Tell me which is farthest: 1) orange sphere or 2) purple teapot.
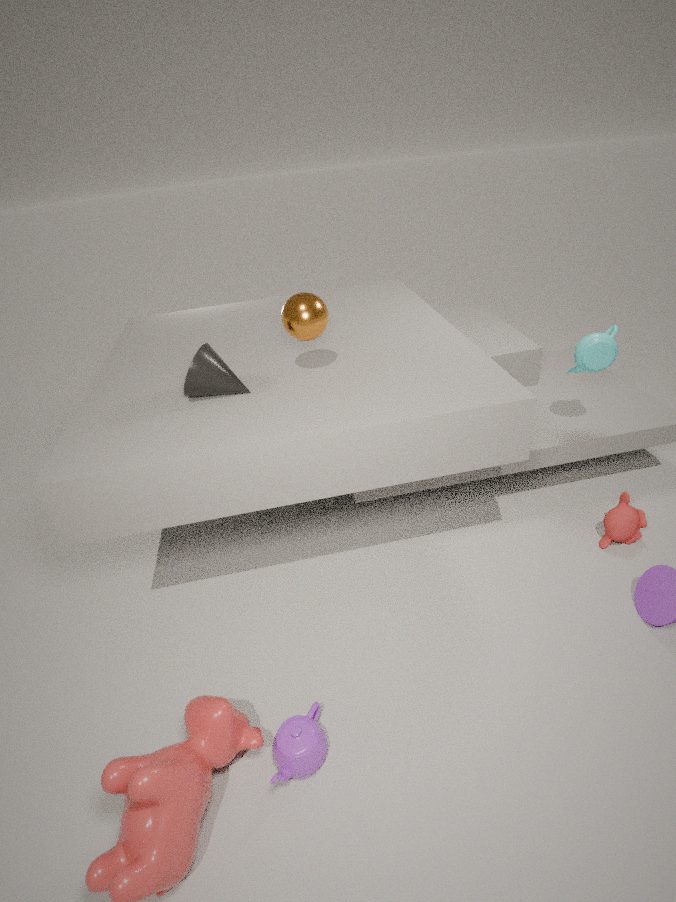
1. orange sphere
